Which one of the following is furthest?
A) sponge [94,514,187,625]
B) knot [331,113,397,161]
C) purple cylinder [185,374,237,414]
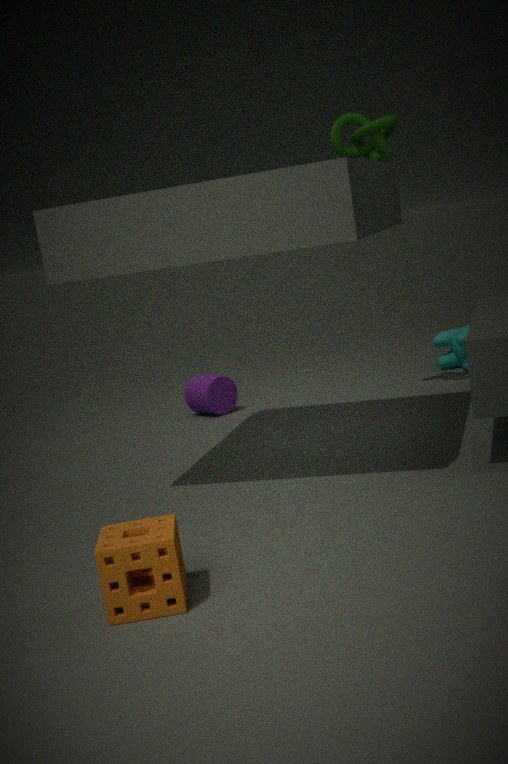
C. purple cylinder [185,374,237,414]
